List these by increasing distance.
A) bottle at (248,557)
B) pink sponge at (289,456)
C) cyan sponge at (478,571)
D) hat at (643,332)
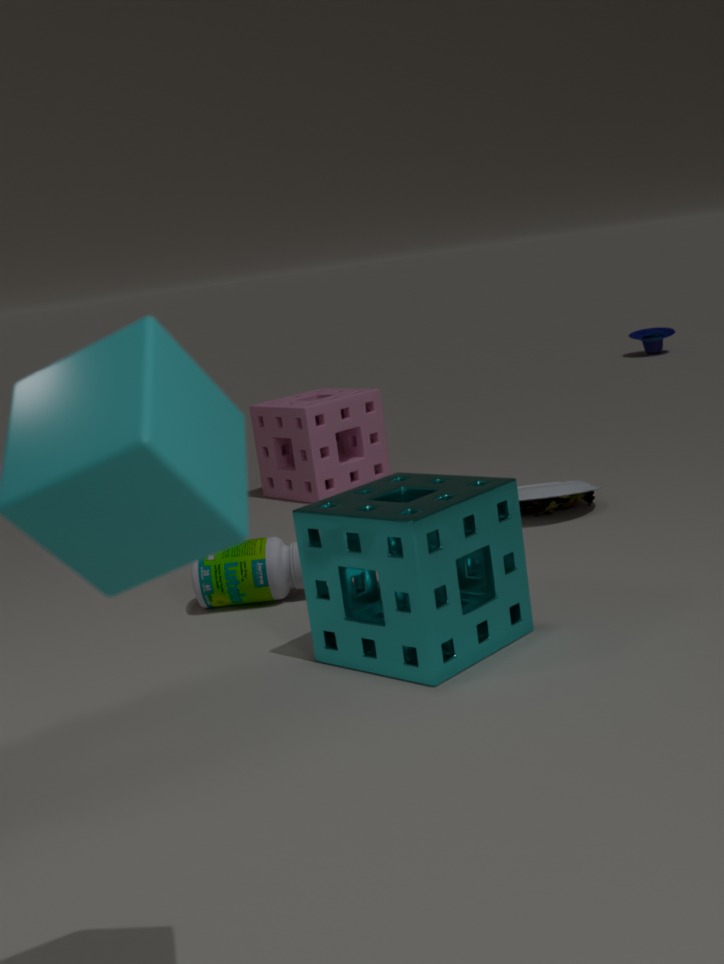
cyan sponge at (478,571) < bottle at (248,557) < pink sponge at (289,456) < hat at (643,332)
